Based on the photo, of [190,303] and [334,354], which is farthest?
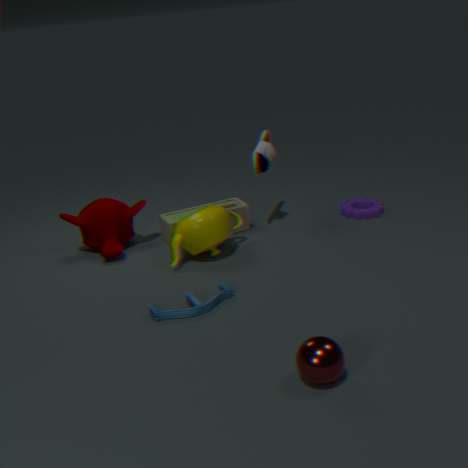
[190,303]
